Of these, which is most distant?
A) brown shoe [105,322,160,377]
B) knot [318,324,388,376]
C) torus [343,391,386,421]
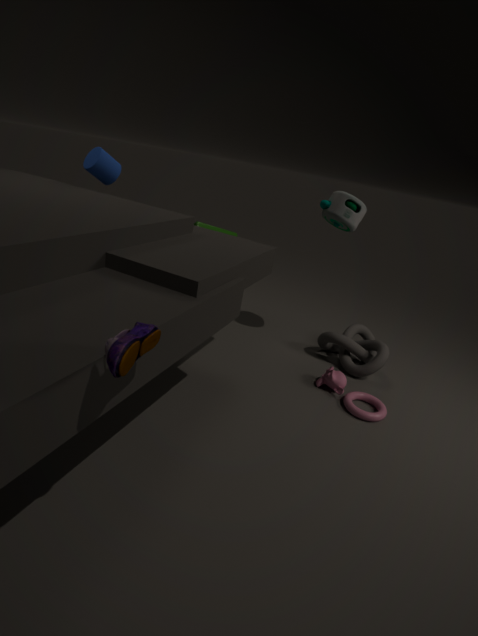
knot [318,324,388,376]
